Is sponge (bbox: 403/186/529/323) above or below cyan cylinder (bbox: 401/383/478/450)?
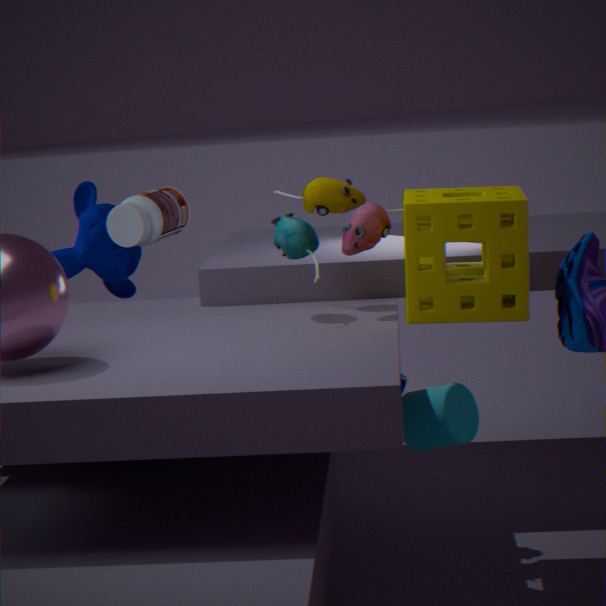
above
